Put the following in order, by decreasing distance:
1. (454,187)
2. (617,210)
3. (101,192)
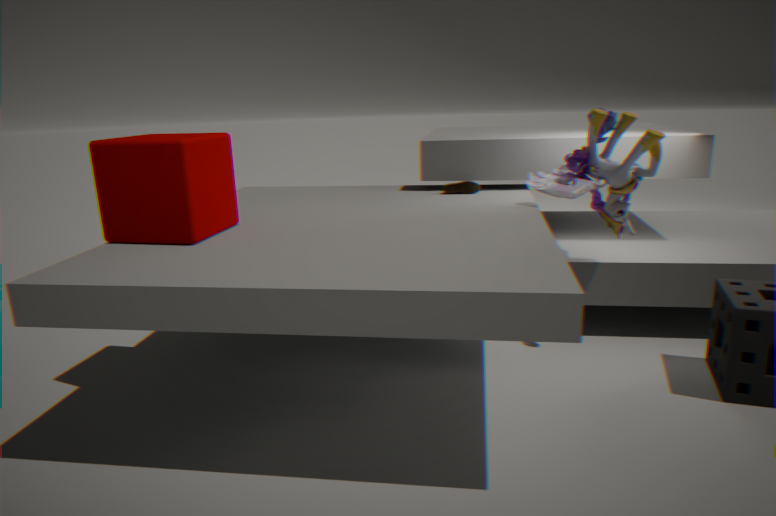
(454,187) < (617,210) < (101,192)
